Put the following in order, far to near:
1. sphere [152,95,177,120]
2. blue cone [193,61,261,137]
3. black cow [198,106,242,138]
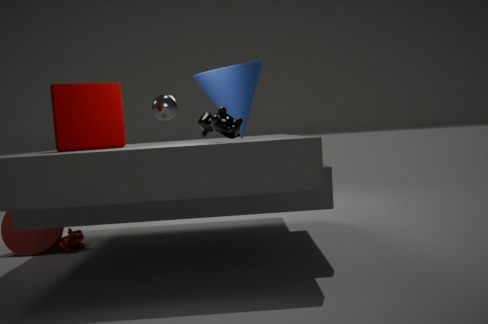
sphere [152,95,177,120], blue cone [193,61,261,137], black cow [198,106,242,138]
